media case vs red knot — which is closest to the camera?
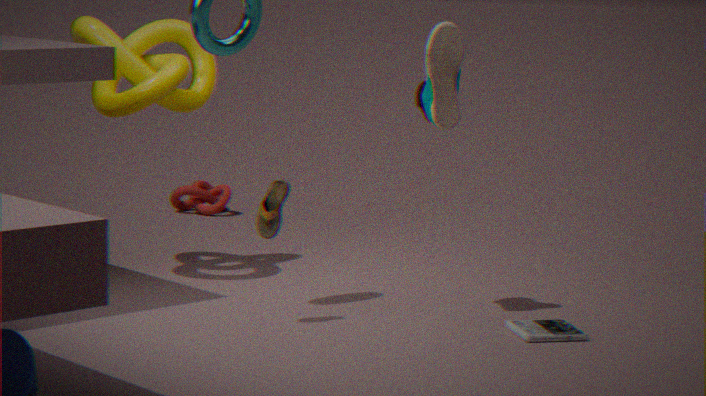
media case
